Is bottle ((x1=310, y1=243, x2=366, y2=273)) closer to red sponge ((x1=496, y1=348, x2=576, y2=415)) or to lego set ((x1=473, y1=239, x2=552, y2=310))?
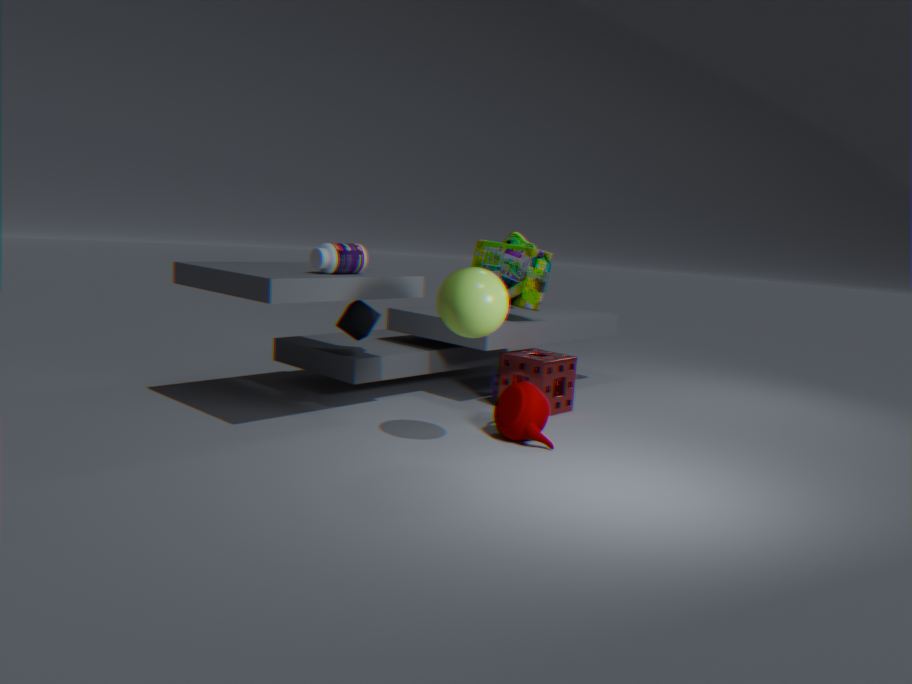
red sponge ((x1=496, y1=348, x2=576, y2=415))
